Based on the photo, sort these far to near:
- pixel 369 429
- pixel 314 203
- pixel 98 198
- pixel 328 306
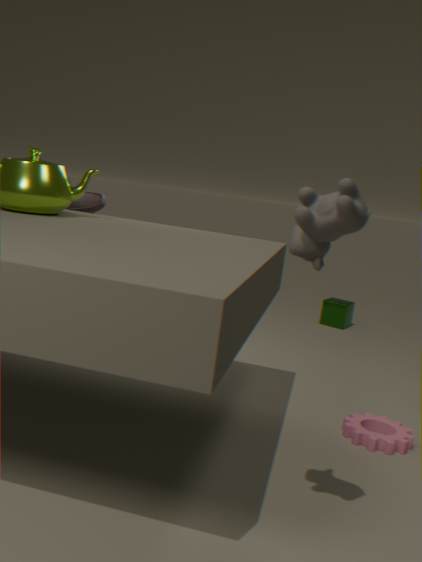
1. pixel 328 306
2. pixel 98 198
3. pixel 369 429
4. pixel 314 203
